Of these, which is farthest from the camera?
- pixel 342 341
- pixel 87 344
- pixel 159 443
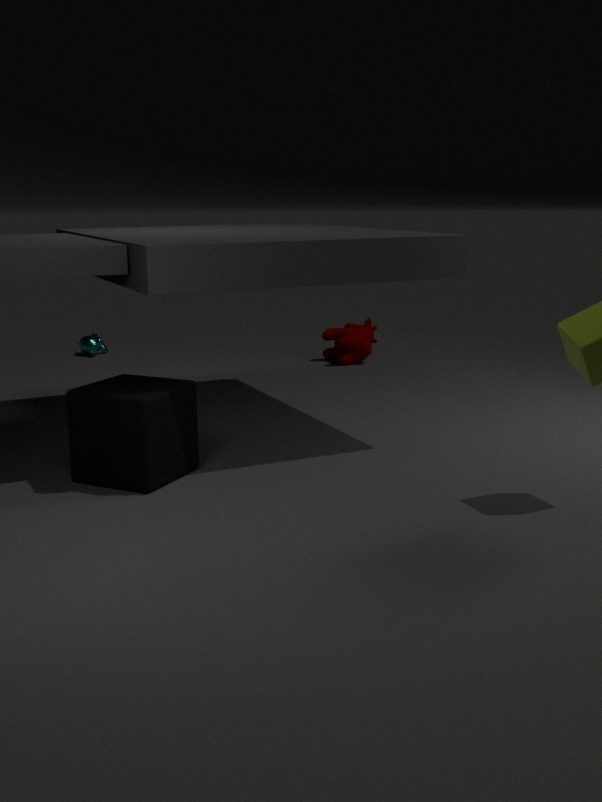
pixel 87 344
